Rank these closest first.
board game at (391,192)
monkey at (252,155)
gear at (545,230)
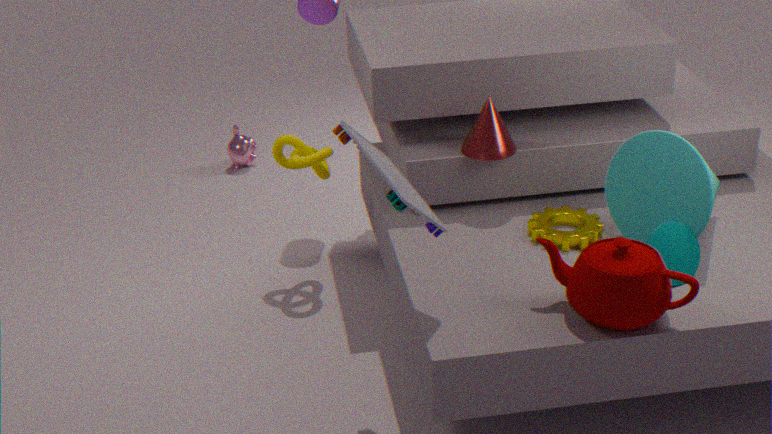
board game at (391,192) → gear at (545,230) → monkey at (252,155)
